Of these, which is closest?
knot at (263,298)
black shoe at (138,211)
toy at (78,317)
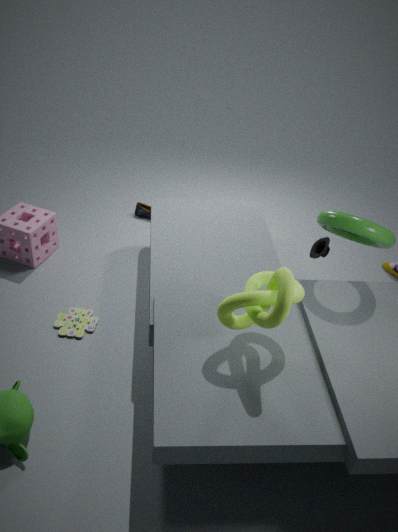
knot at (263,298)
